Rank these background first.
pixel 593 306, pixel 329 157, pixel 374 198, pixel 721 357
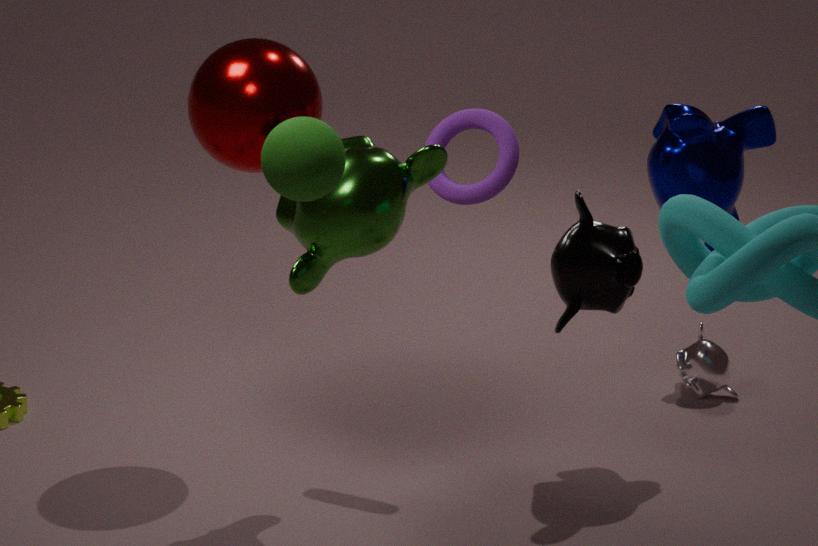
pixel 721 357
pixel 374 198
pixel 329 157
pixel 593 306
